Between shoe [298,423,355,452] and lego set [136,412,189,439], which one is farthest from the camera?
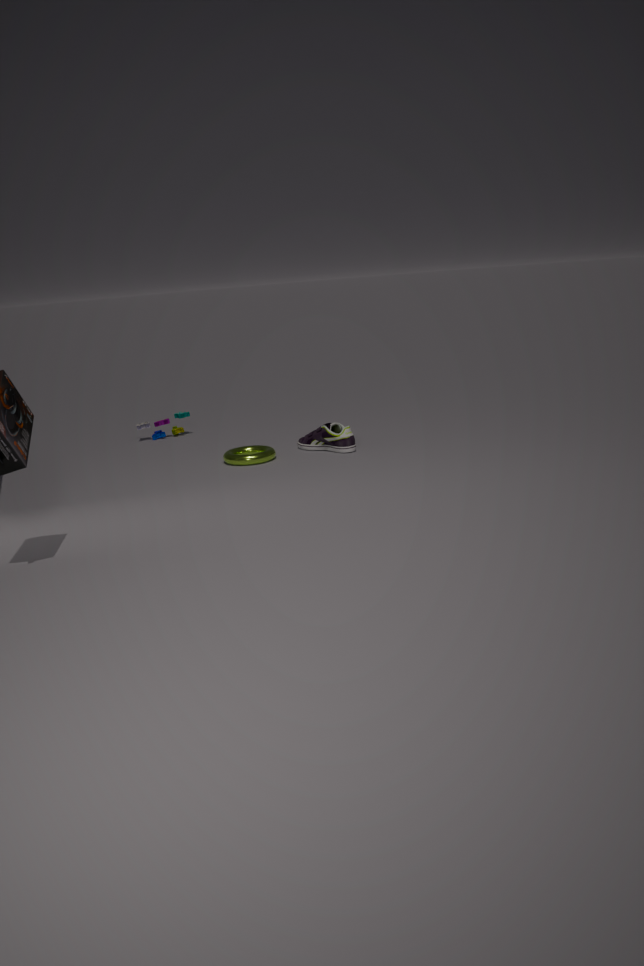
lego set [136,412,189,439]
